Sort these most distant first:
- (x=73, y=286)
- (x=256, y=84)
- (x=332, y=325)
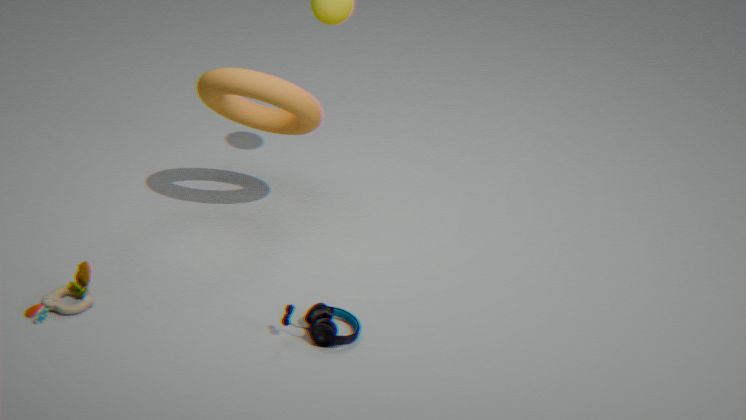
(x=256, y=84) → (x=73, y=286) → (x=332, y=325)
